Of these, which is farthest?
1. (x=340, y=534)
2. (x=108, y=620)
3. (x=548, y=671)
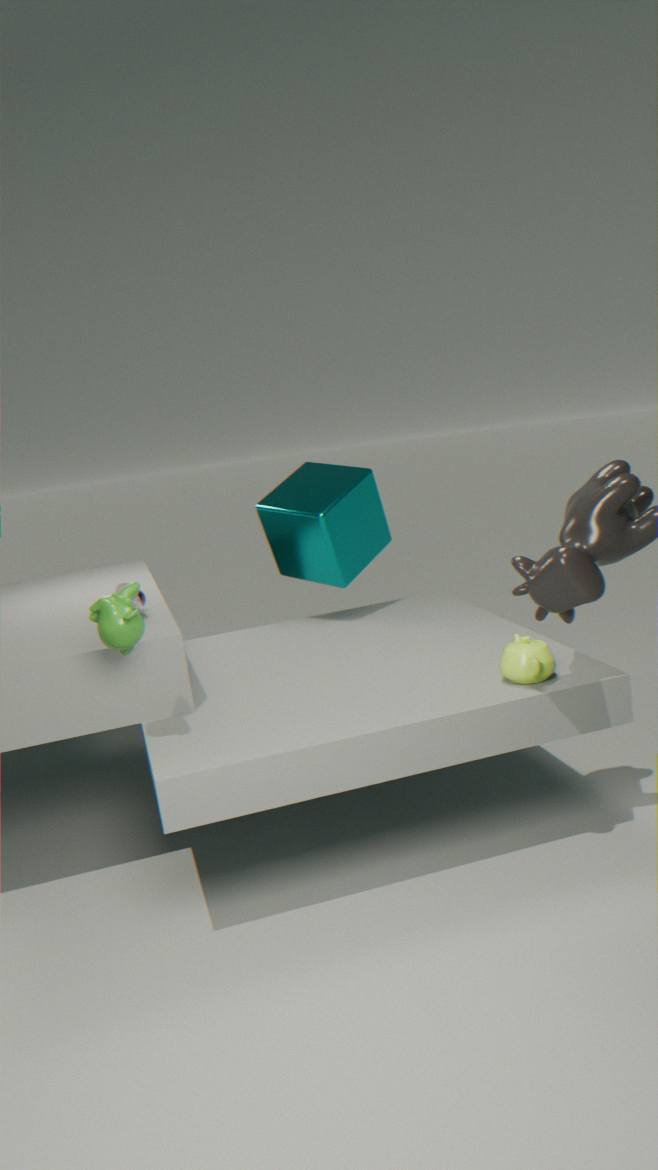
(x=340, y=534)
